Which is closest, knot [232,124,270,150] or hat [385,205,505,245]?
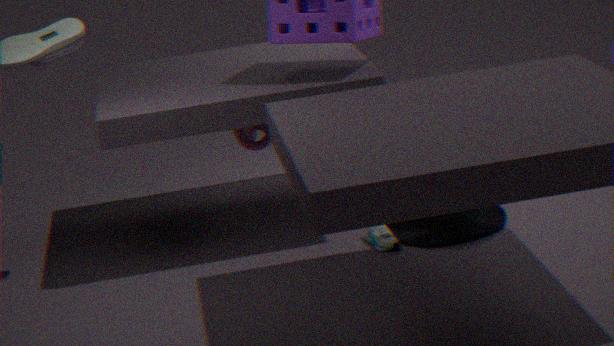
hat [385,205,505,245]
